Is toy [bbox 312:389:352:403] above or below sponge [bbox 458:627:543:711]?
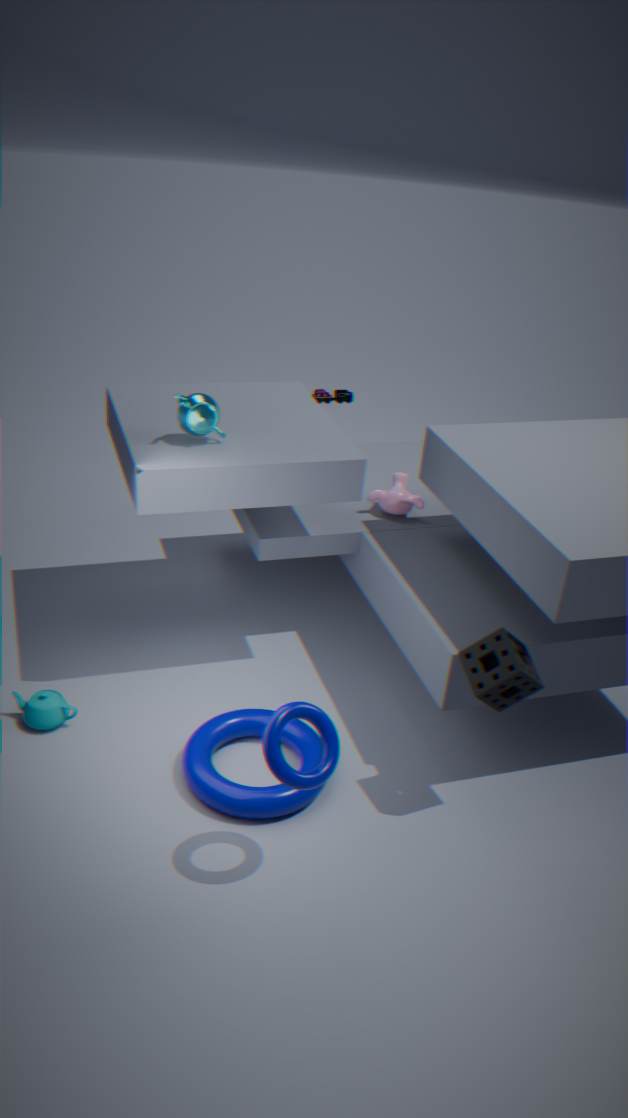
above
